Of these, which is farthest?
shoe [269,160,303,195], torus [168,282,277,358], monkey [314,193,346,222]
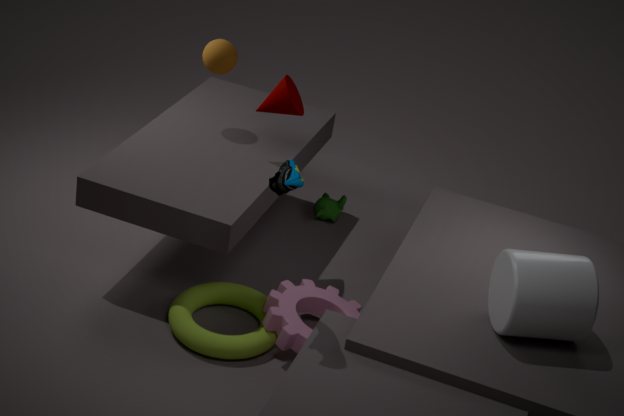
monkey [314,193,346,222]
